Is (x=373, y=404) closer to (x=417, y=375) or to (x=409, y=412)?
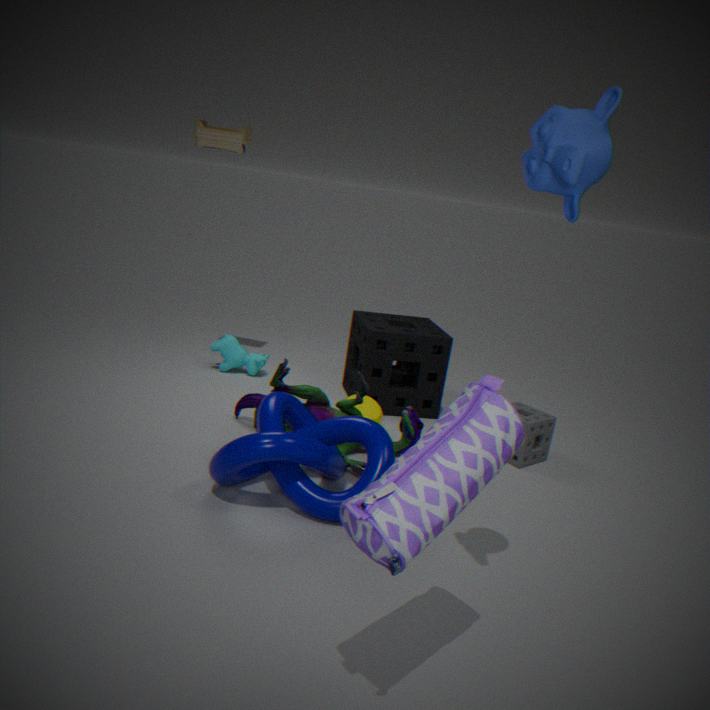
(x=409, y=412)
